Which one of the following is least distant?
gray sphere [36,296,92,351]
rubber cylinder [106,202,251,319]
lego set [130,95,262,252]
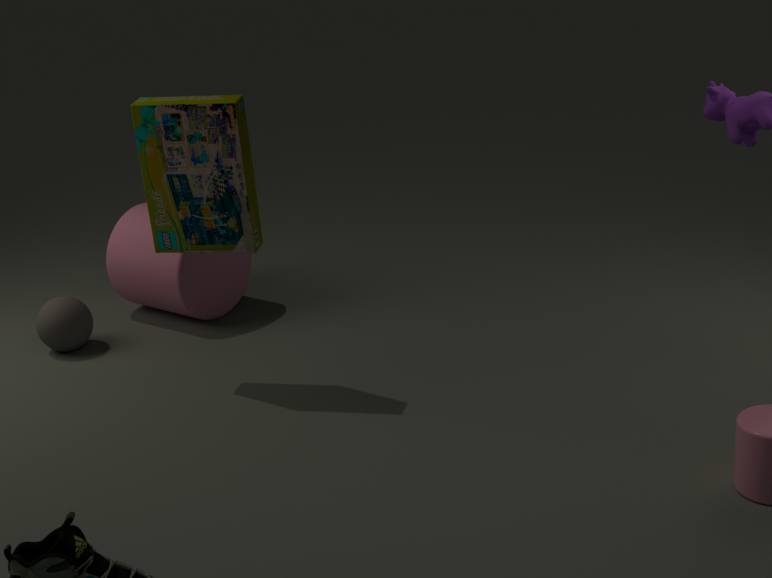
lego set [130,95,262,252]
